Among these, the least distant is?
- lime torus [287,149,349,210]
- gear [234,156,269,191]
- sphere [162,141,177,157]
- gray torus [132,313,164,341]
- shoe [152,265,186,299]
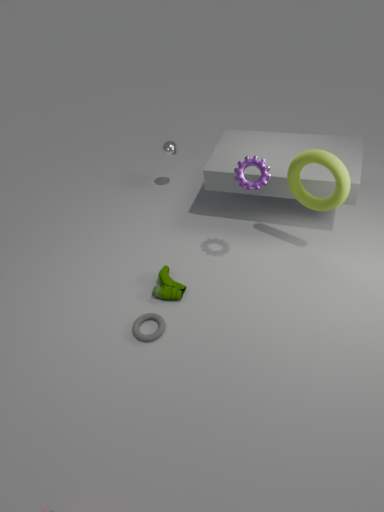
gear [234,156,269,191]
